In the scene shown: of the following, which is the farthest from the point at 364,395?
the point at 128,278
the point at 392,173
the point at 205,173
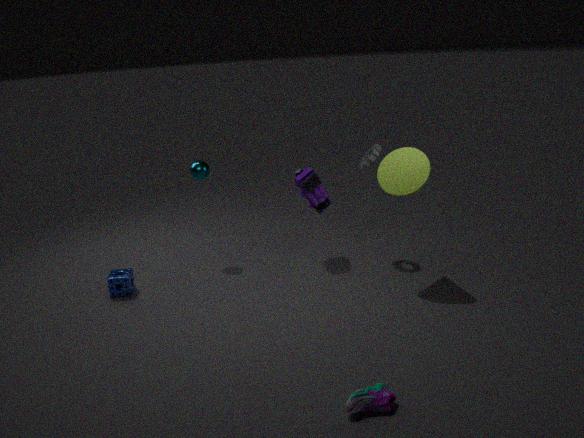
the point at 205,173
